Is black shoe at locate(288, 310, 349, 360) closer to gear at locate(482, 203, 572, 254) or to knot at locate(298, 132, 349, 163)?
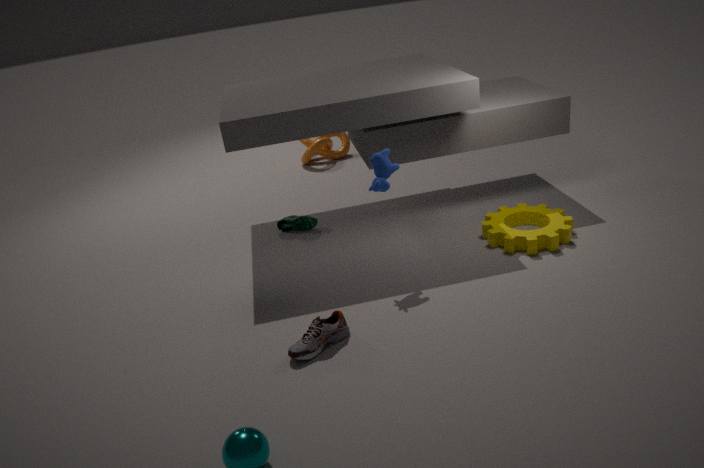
gear at locate(482, 203, 572, 254)
